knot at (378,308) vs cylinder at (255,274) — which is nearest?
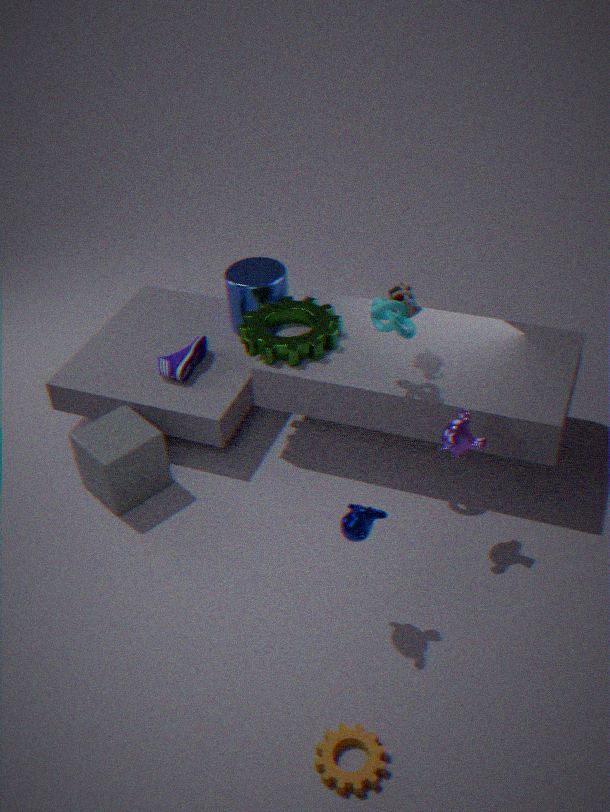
knot at (378,308)
